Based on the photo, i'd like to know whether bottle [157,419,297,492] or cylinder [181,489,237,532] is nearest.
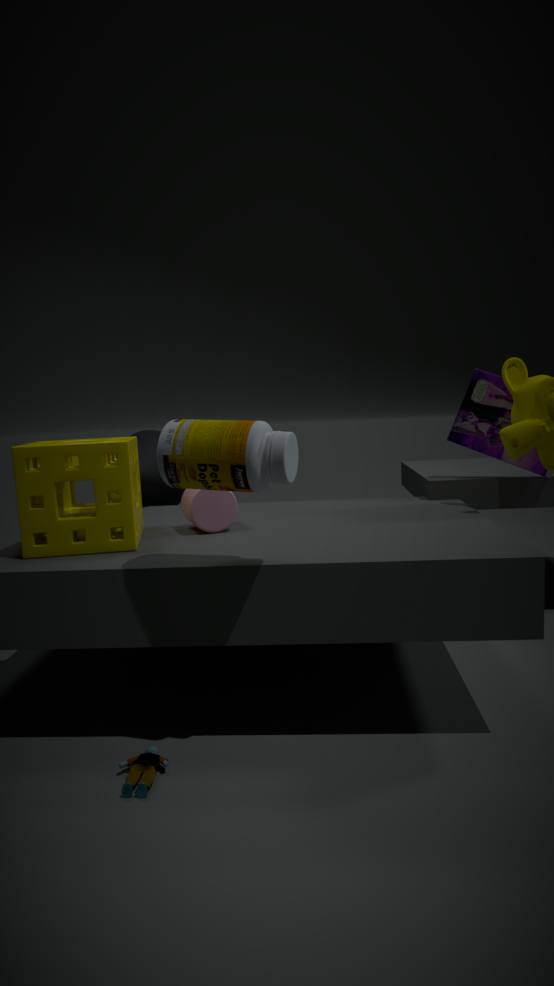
bottle [157,419,297,492]
